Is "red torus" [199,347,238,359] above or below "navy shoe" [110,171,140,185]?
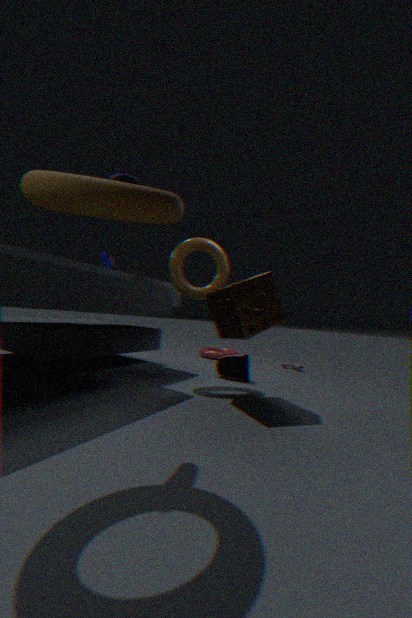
below
